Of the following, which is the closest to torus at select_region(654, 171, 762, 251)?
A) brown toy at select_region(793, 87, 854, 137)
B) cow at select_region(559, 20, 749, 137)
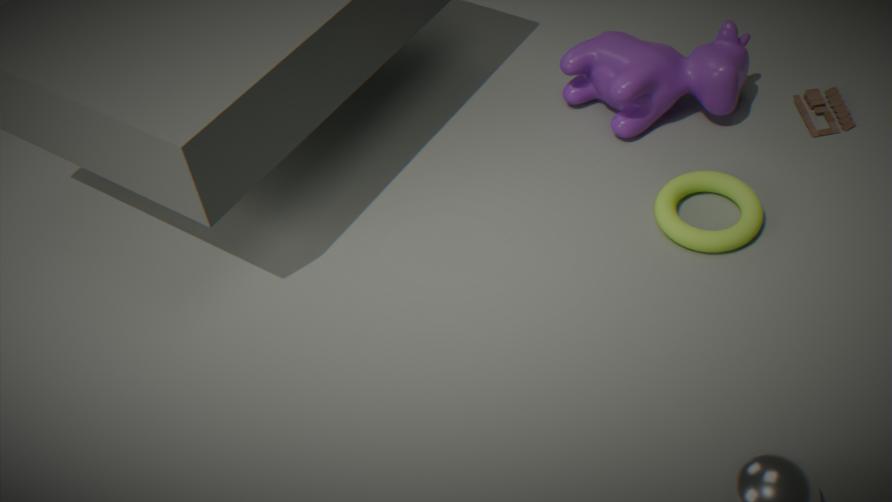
cow at select_region(559, 20, 749, 137)
